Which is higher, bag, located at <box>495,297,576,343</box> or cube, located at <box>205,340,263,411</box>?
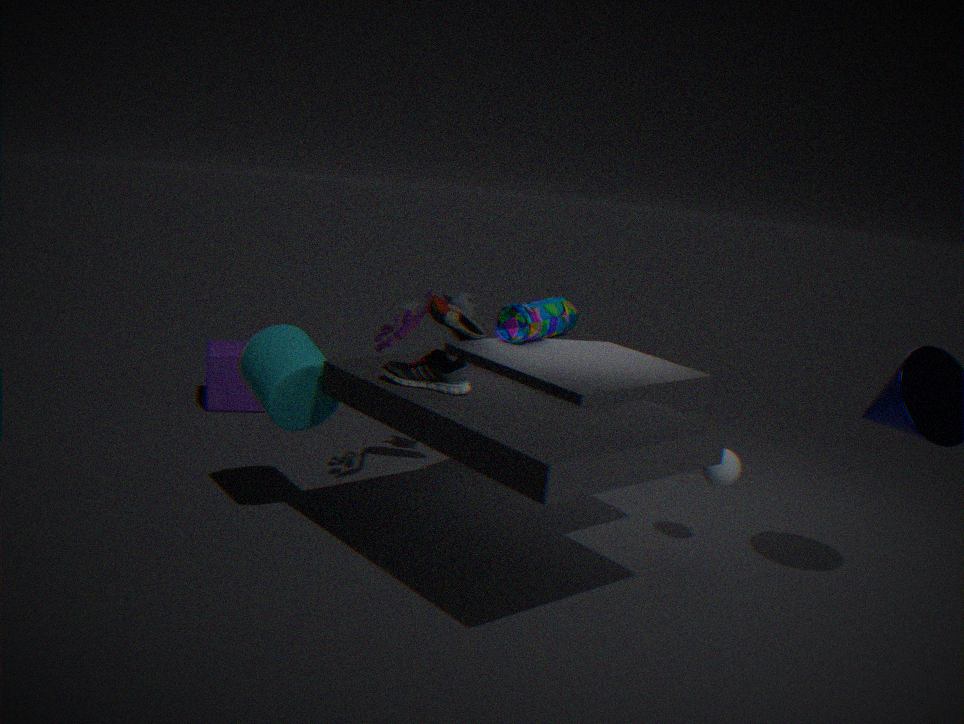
bag, located at <box>495,297,576,343</box>
